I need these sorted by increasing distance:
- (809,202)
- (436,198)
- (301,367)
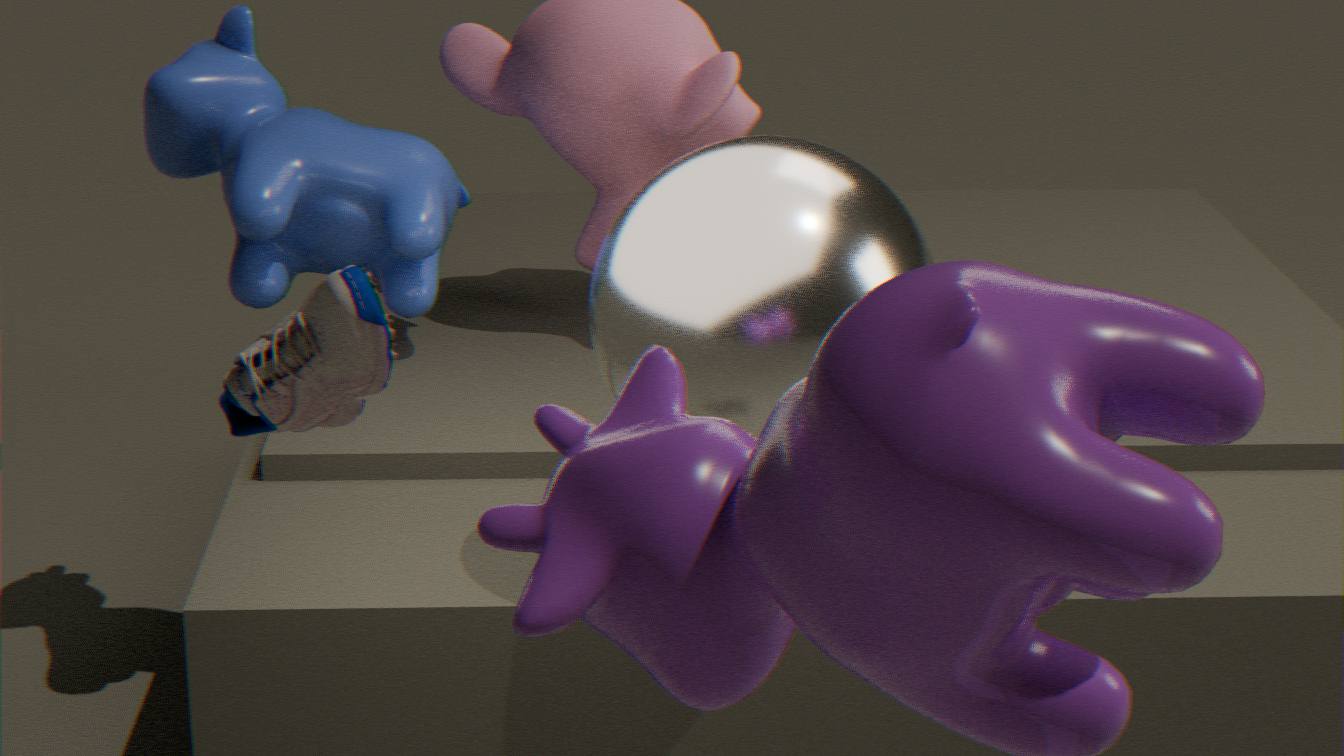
(301,367), (809,202), (436,198)
